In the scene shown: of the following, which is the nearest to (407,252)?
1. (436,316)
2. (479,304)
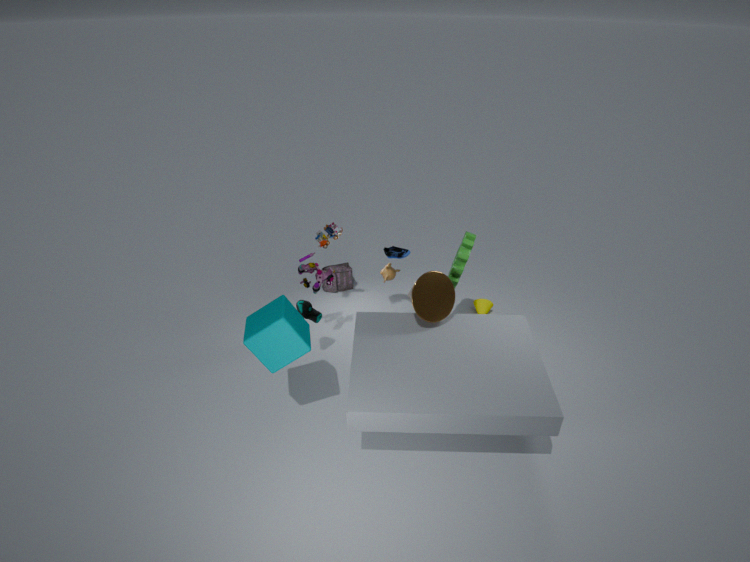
(436,316)
